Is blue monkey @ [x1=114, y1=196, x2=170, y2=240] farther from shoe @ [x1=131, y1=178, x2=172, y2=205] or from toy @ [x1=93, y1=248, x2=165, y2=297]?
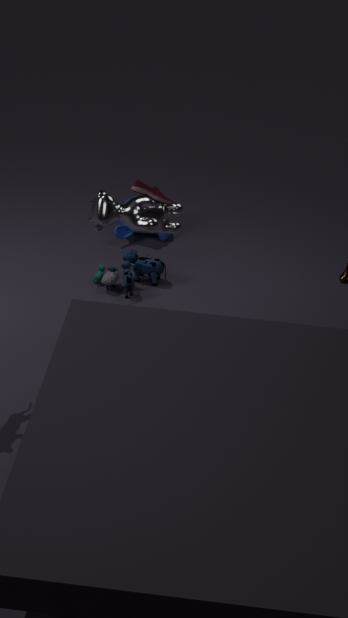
shoe @ [x1=131, y1=178, x2=172, y2=205]
